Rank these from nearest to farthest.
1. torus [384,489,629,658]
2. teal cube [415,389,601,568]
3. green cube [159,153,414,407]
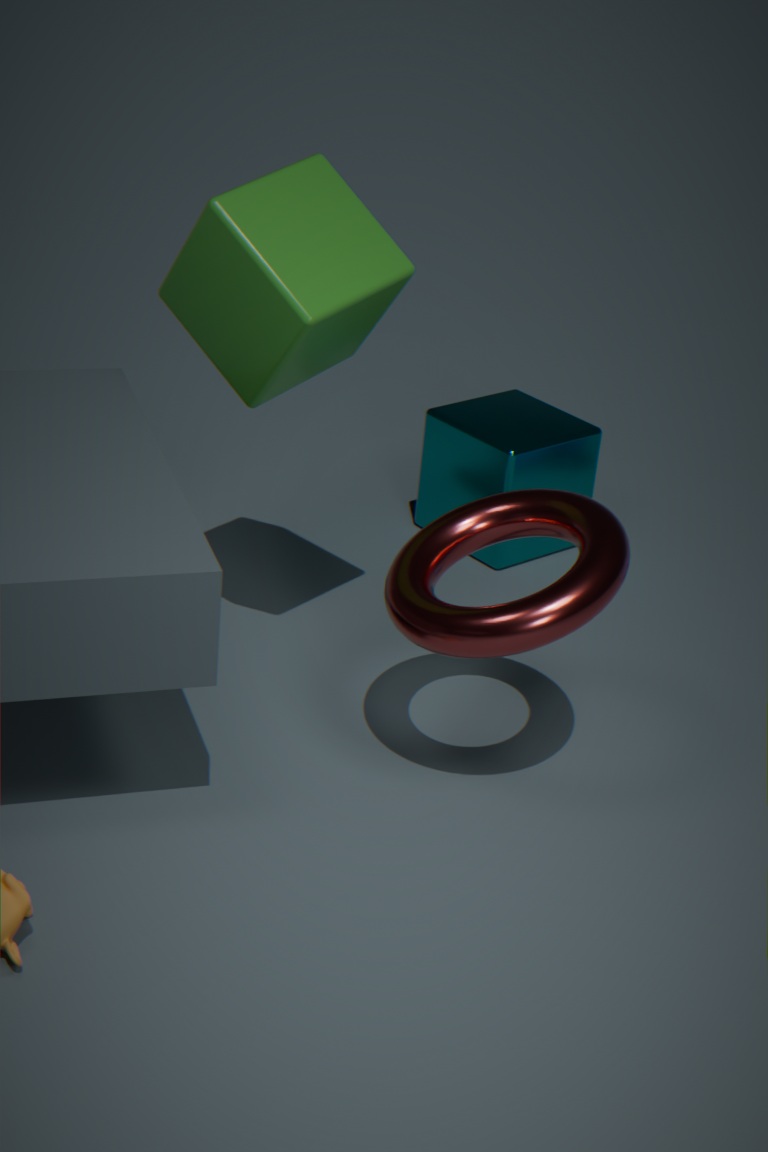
→ torus [384,489,629,658] → green cube [159,153,414,407] → teal cube [415,389,601,568]
